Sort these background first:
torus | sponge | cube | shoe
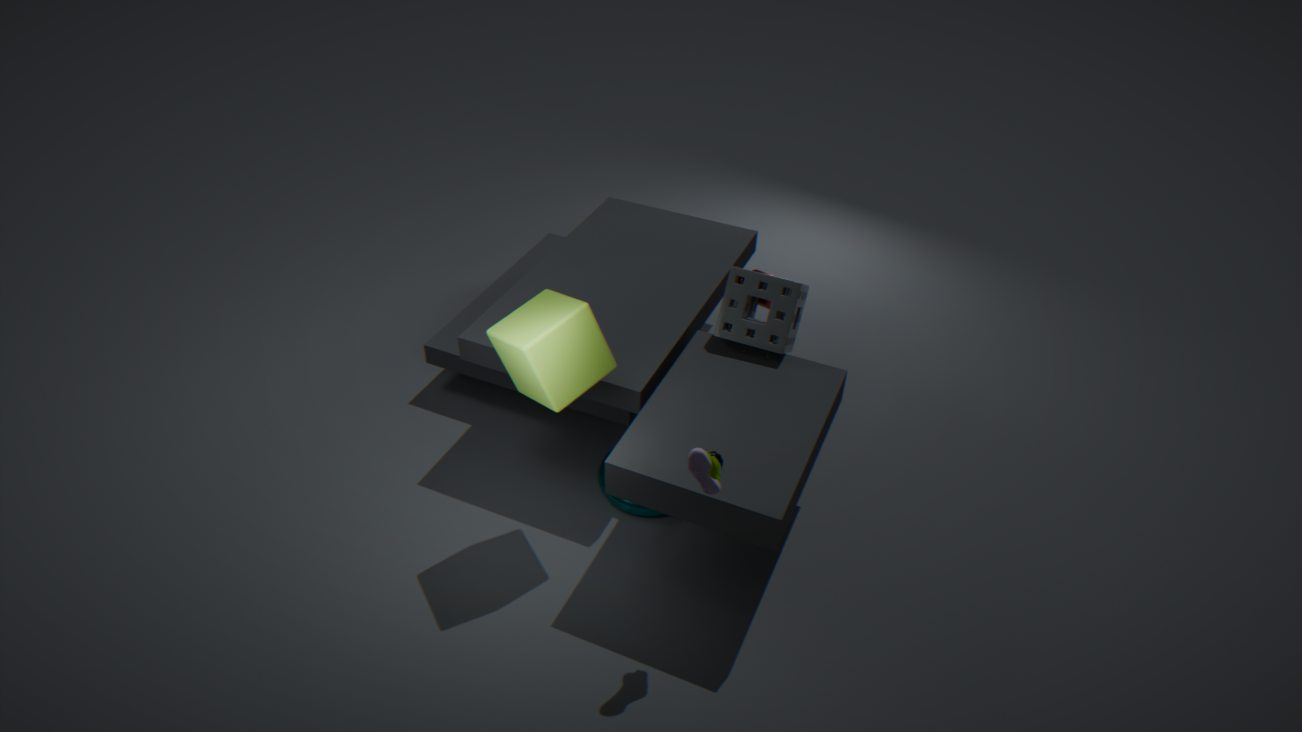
torus → sponge → cube → shoe
